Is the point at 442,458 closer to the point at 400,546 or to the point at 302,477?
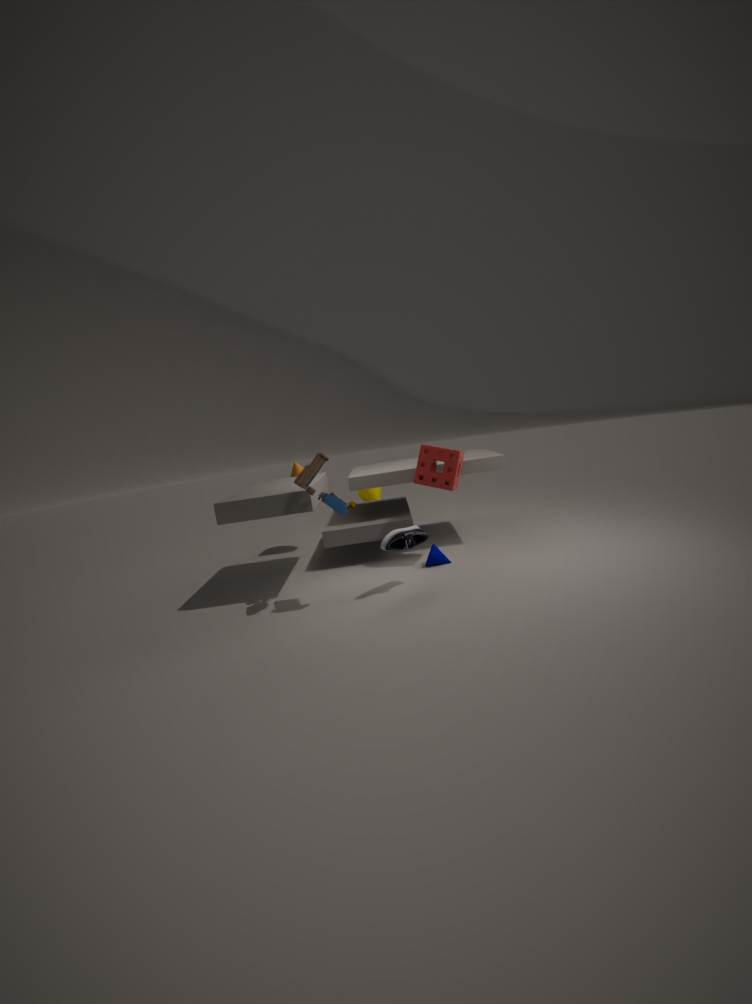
the point at 400,546
